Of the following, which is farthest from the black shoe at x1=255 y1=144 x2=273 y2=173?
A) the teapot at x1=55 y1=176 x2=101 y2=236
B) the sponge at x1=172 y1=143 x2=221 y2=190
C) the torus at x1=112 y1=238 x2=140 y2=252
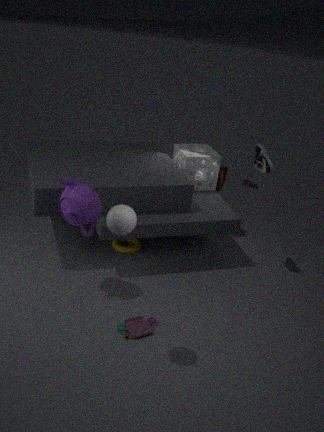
the teapot at x1=55 y1=176 x2=101 y2=236
